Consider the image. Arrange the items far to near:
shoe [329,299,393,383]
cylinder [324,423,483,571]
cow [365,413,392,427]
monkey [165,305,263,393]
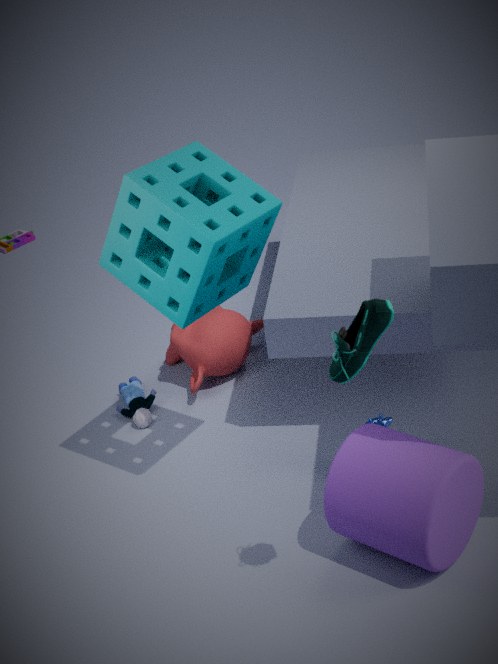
1. monkey [165,305,263,393]
2. cow [365,413,392,427]
3. cylinder [324,423,483,571]
4. shoe [329,299,393,383]
